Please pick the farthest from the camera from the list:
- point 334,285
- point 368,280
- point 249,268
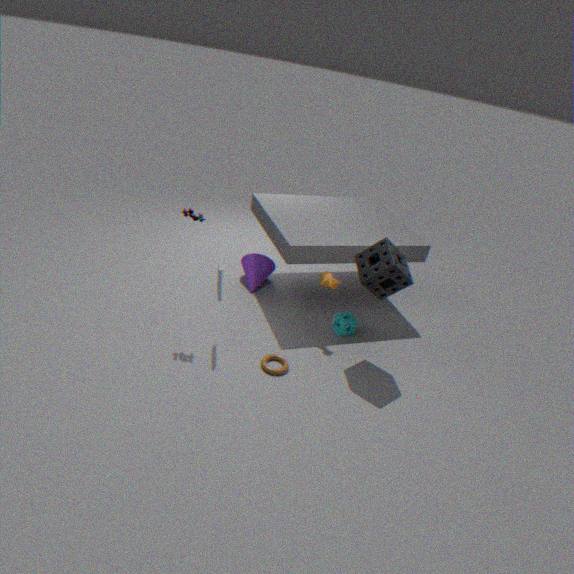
point 249,268
